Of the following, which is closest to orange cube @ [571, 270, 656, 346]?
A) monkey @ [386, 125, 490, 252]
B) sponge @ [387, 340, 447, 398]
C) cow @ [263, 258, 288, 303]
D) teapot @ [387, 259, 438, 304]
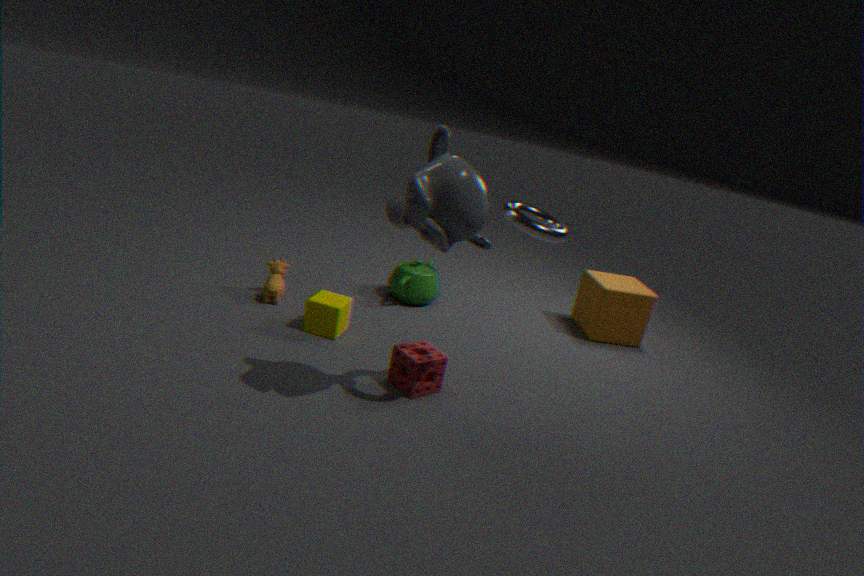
teapot @ [387, 259, 438, 304]
